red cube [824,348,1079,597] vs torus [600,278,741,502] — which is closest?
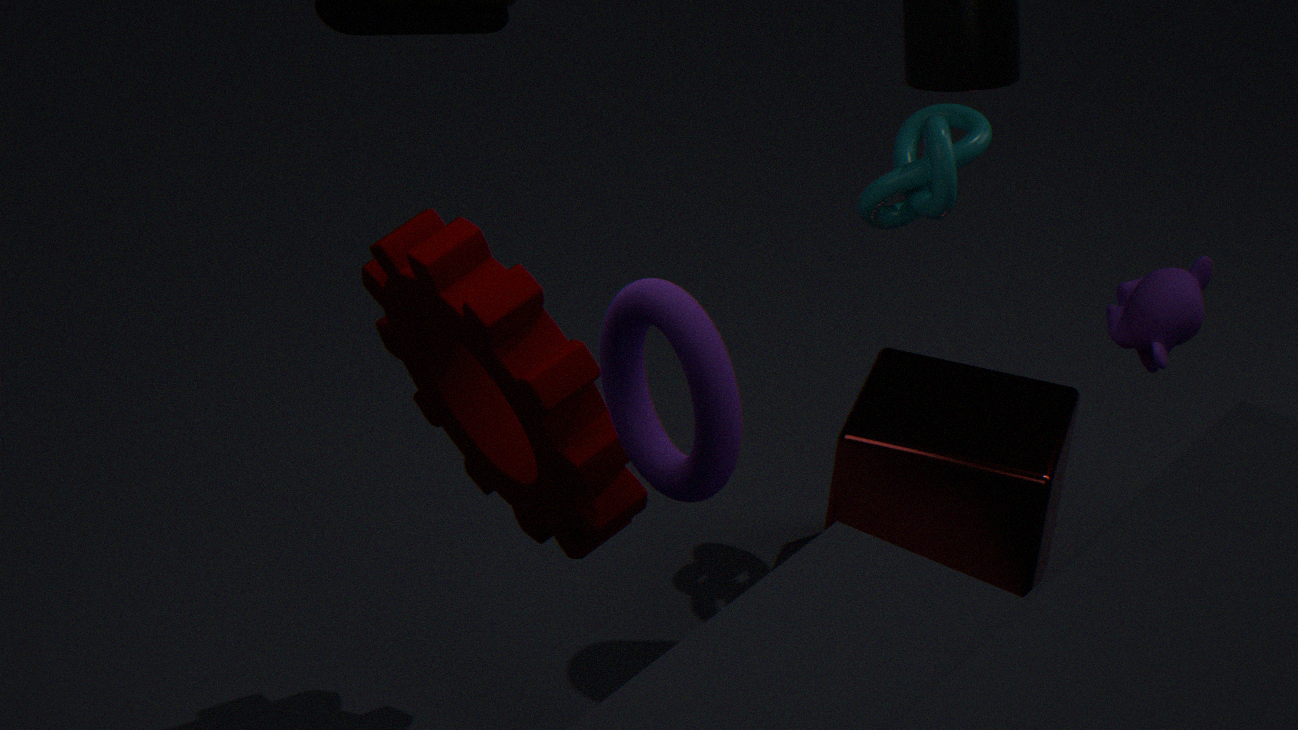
torus [600,278,741,502]
